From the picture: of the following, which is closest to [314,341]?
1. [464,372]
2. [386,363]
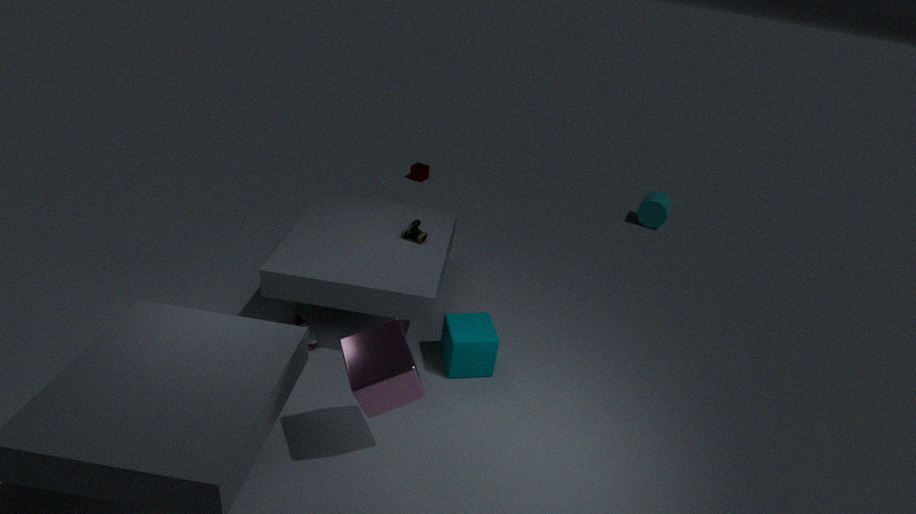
[464,372]
